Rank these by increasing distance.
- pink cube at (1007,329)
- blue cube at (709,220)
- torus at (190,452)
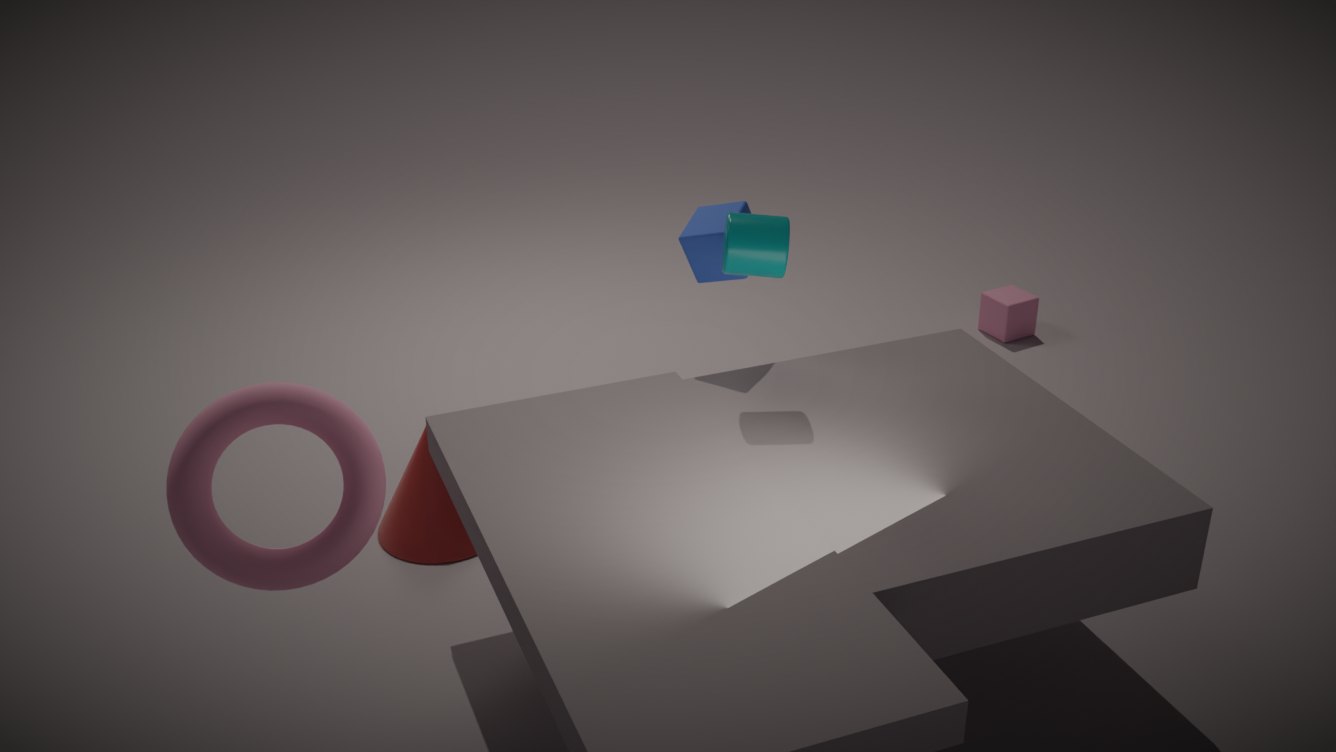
torus at (190,452) → blue cube at (709,220) → pink cube at (1007,329)
